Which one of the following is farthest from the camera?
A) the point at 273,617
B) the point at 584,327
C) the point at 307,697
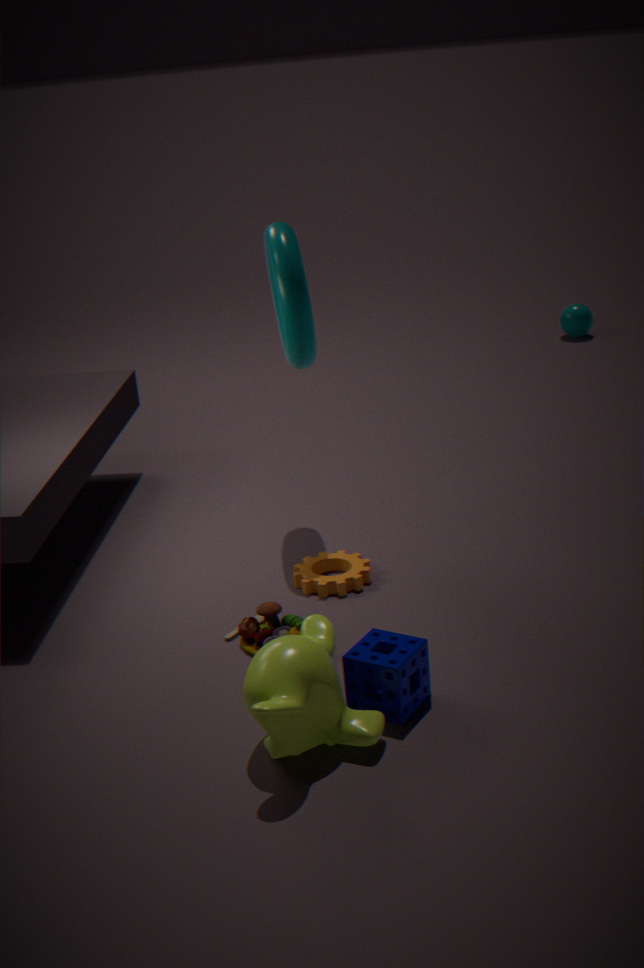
the point at 584,327
